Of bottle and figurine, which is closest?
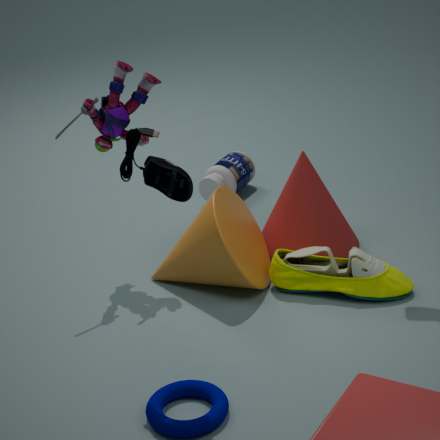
figurine
